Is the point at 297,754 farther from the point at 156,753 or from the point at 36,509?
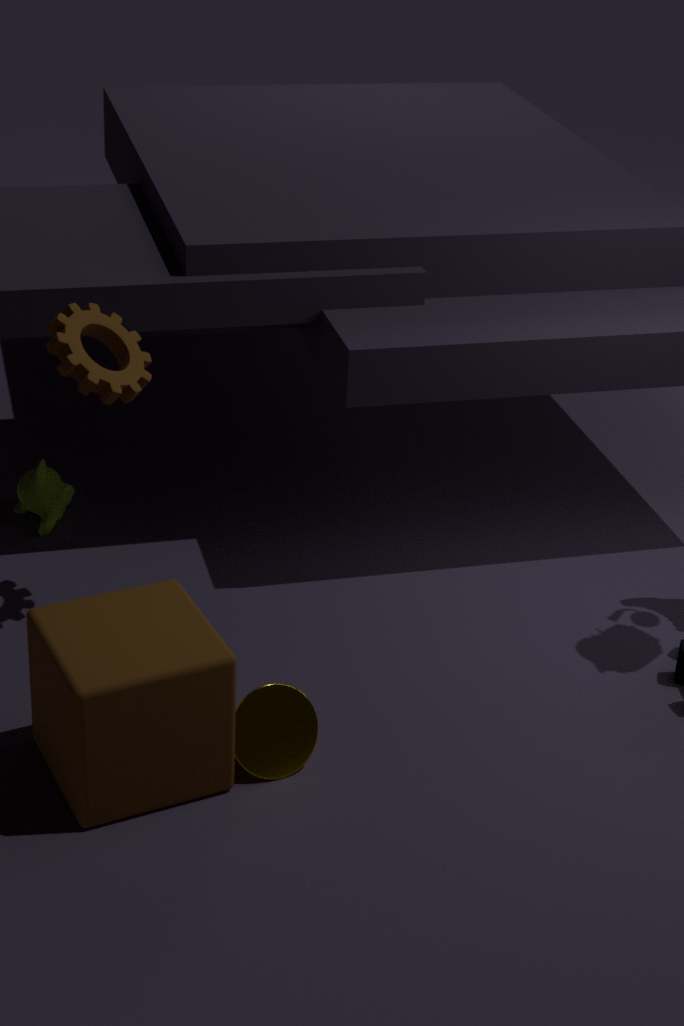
the point at 36,509
